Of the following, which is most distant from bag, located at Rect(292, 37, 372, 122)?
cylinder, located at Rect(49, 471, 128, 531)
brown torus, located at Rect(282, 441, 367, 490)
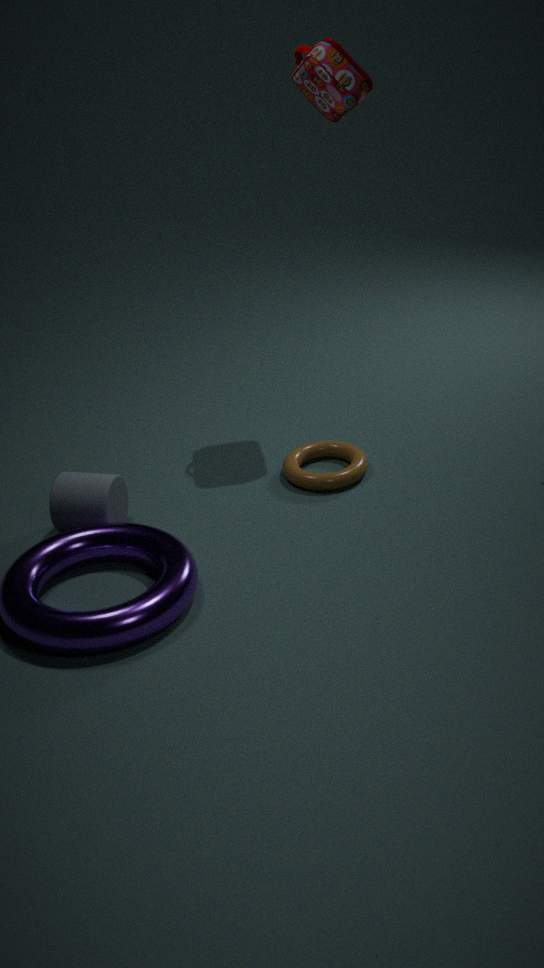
cylinder, located at Rect(49, 471, 128, 531)
